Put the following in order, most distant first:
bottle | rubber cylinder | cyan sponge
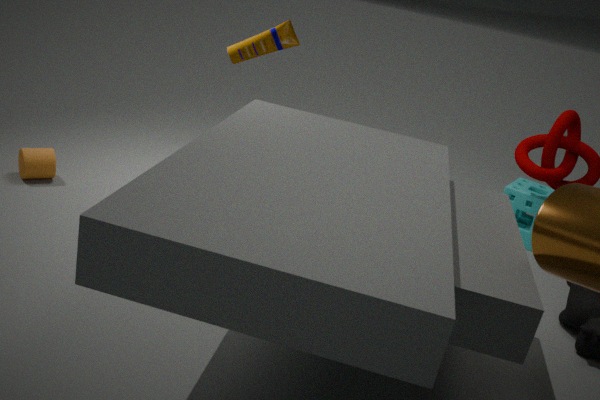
cyan sponge < rubber cylinder < bottle
